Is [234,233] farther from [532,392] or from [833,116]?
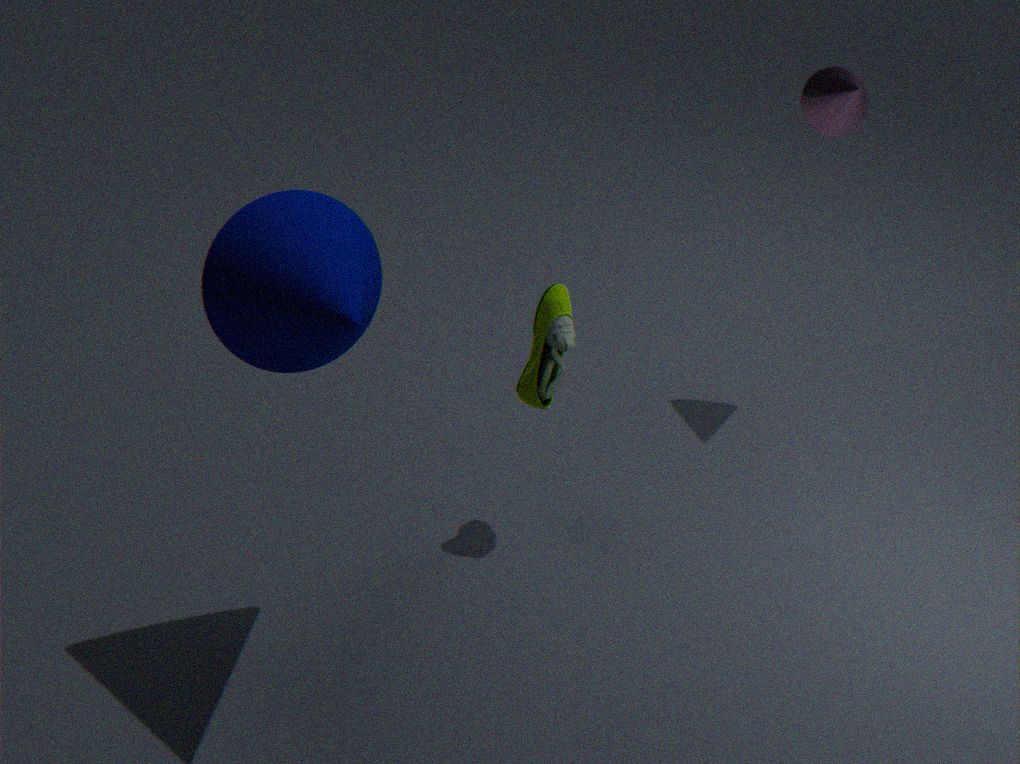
[833,116]
